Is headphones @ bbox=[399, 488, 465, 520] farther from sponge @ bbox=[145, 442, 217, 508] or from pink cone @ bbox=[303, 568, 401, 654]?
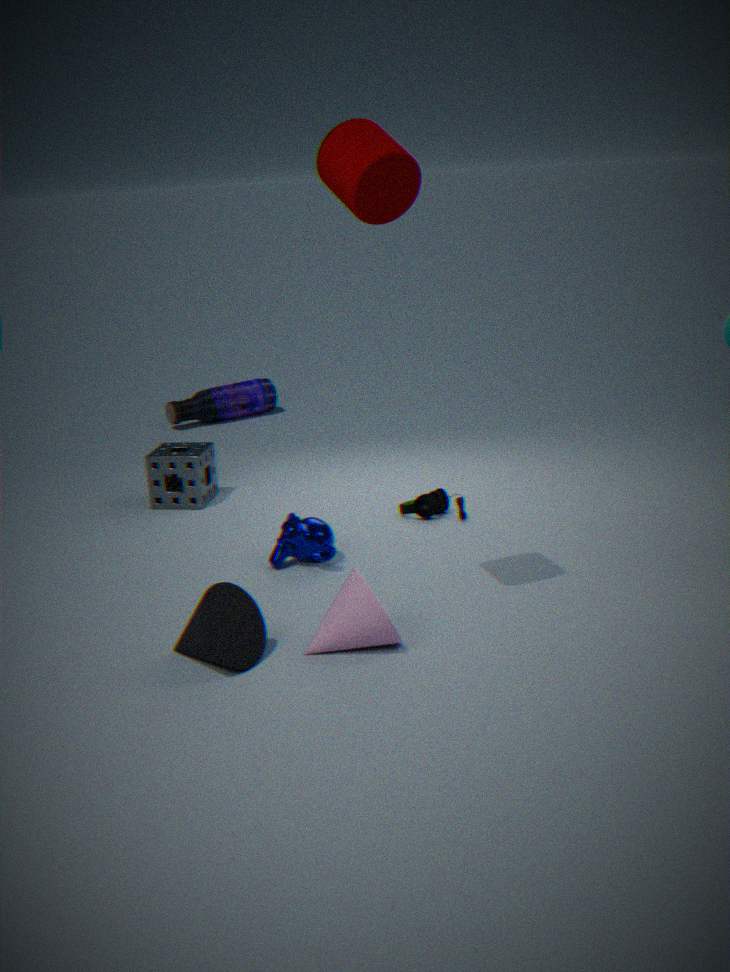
pink cone @ bbox=[303, 568, 401, 654]
